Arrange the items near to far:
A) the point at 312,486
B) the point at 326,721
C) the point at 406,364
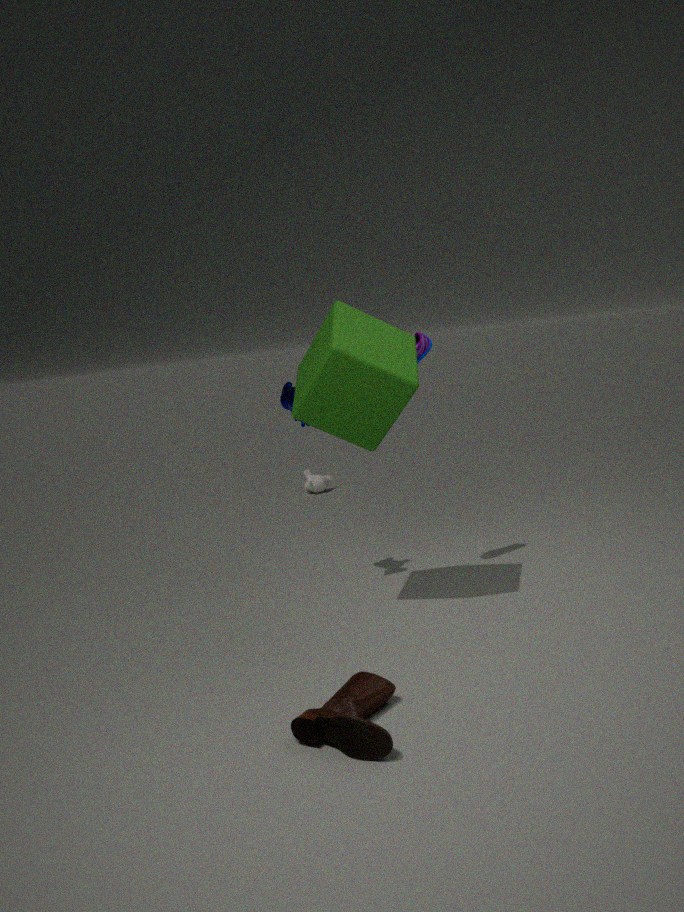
1. the point at 326,721
2. the point at 406,364
3. the point at 312,486
